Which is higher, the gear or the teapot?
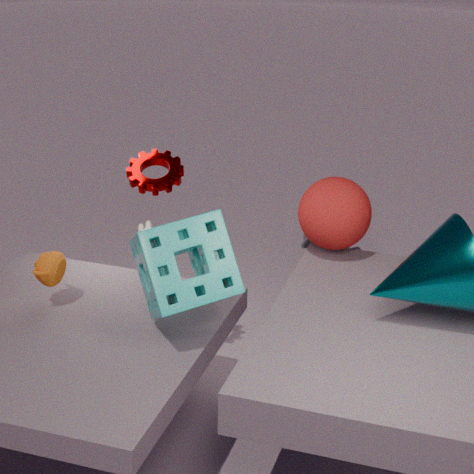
the gear
